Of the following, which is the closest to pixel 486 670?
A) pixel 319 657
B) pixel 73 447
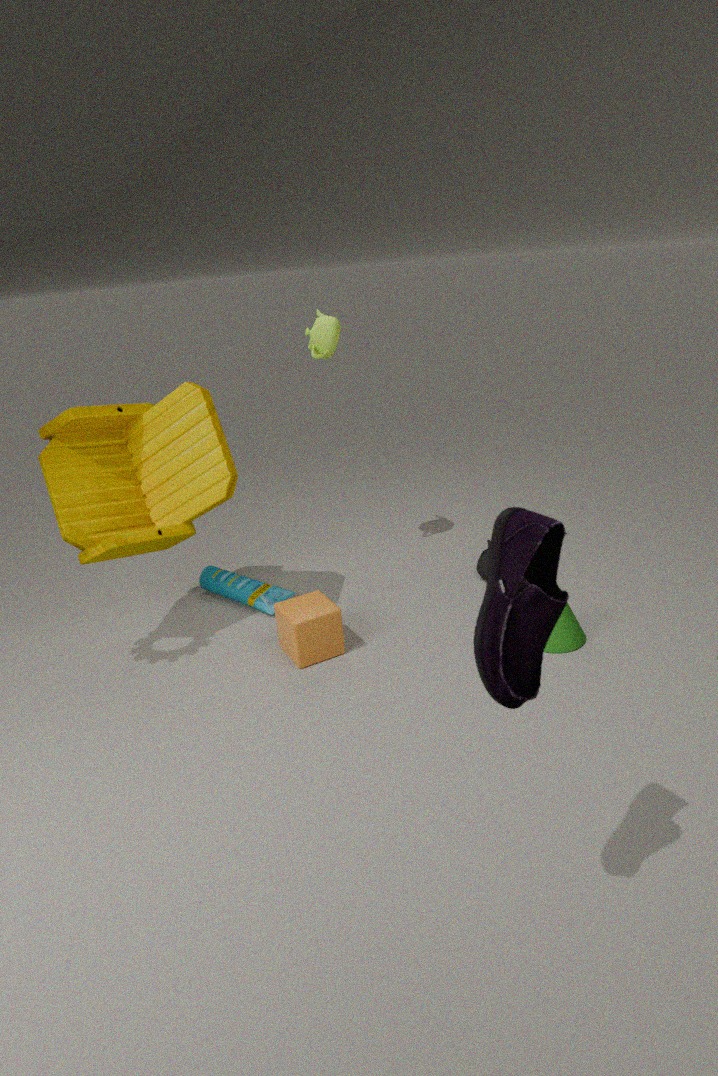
pixel 319 657
